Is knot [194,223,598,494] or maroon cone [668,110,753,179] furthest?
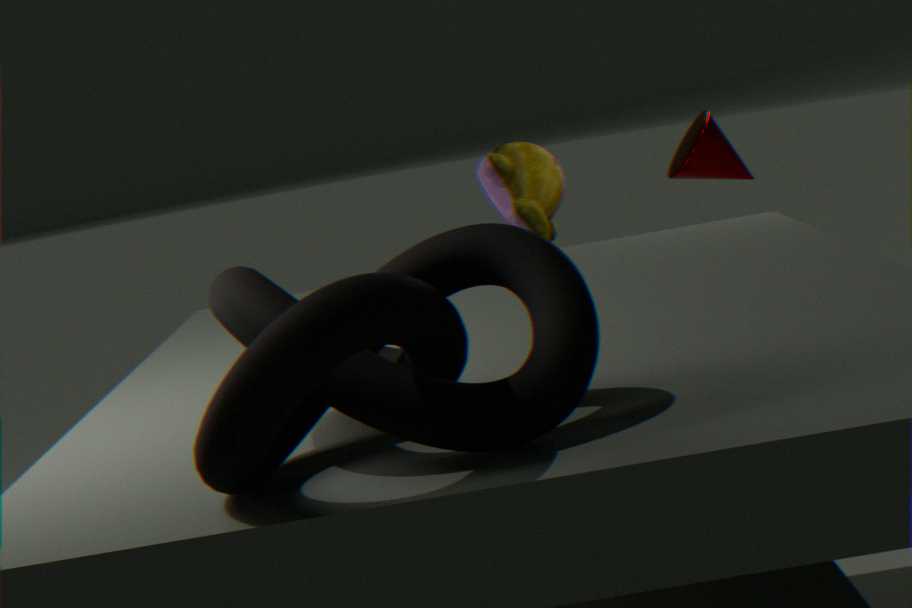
maroon cone [668,110,753,179]
